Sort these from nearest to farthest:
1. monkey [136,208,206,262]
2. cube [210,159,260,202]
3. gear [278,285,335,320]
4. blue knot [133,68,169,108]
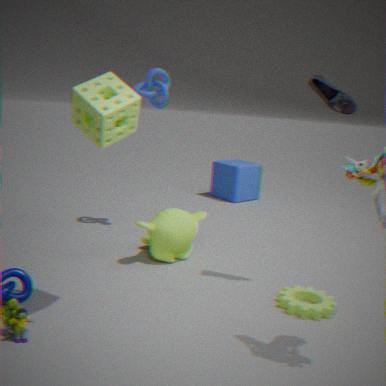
gear [278,285,335,320] → monkey [136,208,206,262] → blue knot [133,68,169,108] → cube [210,159,260,202]
